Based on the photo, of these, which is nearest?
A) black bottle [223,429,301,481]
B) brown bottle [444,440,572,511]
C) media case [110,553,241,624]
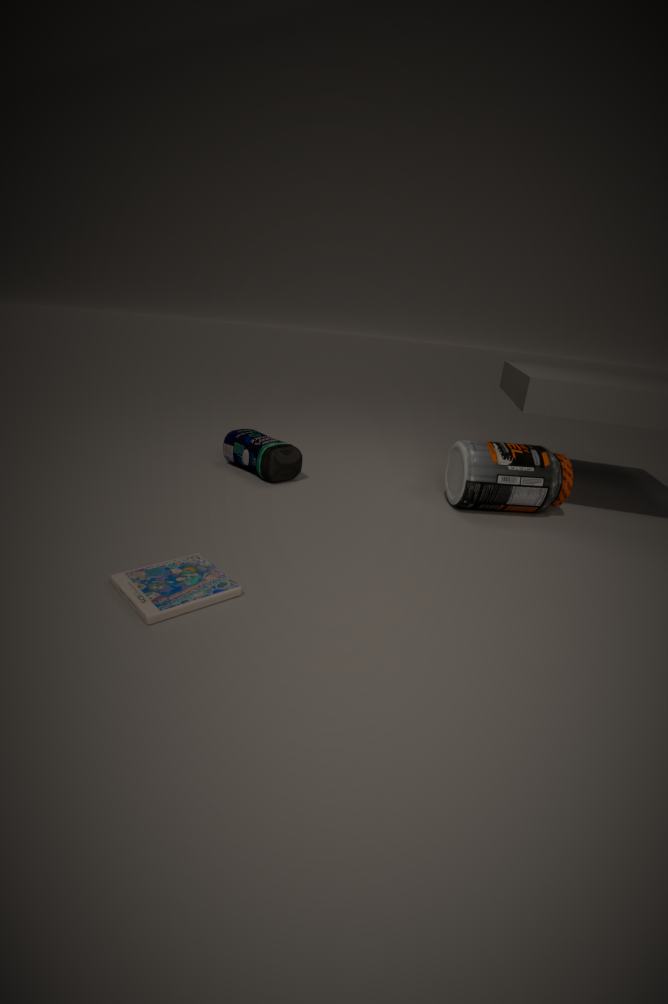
media case [110,553,241,624]
